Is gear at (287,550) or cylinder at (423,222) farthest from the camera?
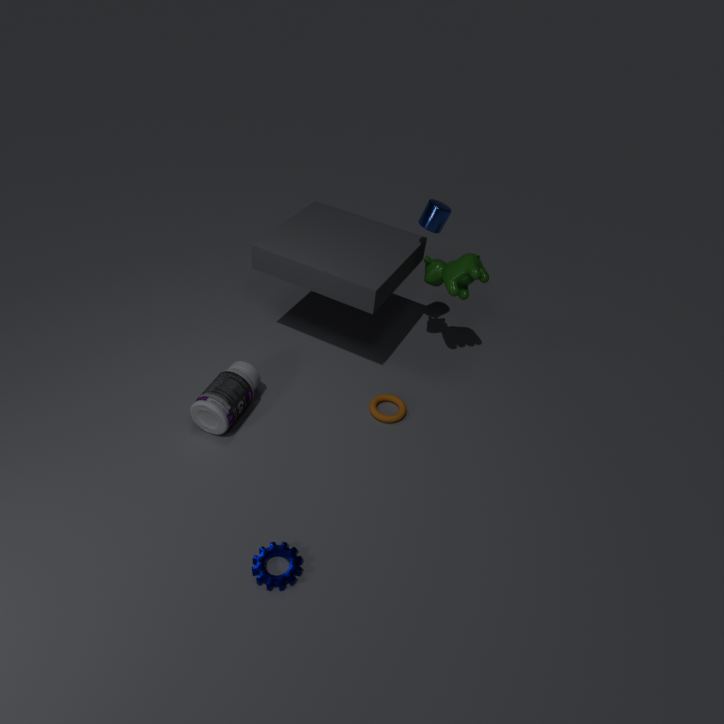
cylinder at (423,222)
